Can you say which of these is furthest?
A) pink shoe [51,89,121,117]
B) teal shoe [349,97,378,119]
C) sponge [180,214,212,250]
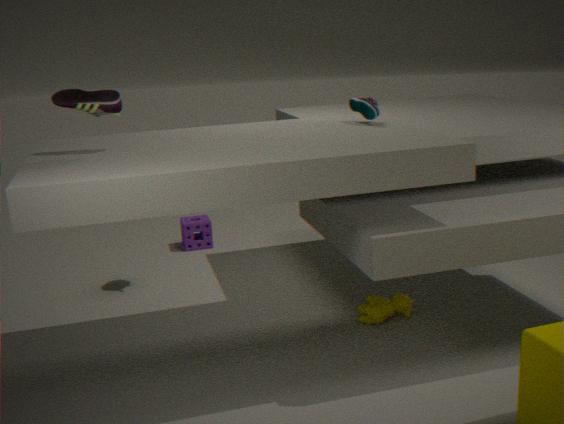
sponge [180,214,212,250]
